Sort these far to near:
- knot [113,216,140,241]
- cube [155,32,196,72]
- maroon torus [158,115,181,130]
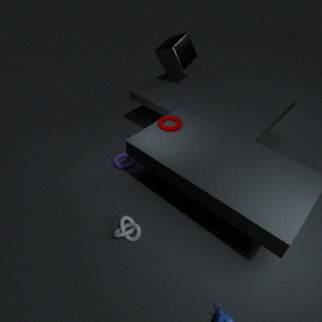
cube [155,32,196,72] < maroon torus [158,115,181,130] < knot [113,216,140,241]
